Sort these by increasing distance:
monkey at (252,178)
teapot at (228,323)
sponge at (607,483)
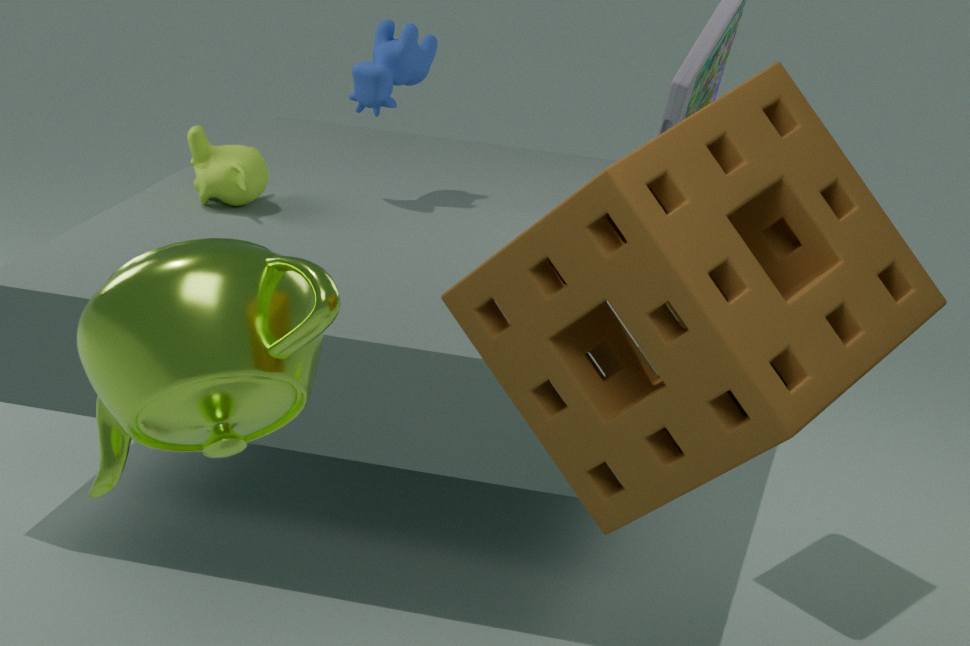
sponge at (607,483), teapot at (228,323), monkey at (252,178)
